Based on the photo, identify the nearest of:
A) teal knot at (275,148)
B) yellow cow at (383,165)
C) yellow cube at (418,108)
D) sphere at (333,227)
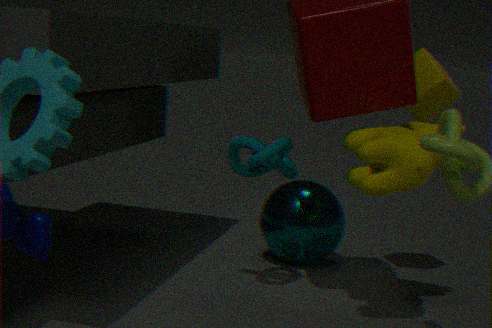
yellow cow at (383,165)
